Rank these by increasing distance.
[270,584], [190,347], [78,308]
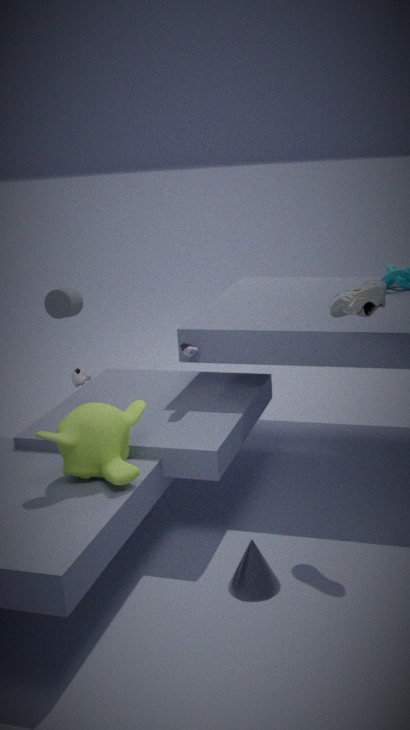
[270,584] < [190,347] < [78,308]
